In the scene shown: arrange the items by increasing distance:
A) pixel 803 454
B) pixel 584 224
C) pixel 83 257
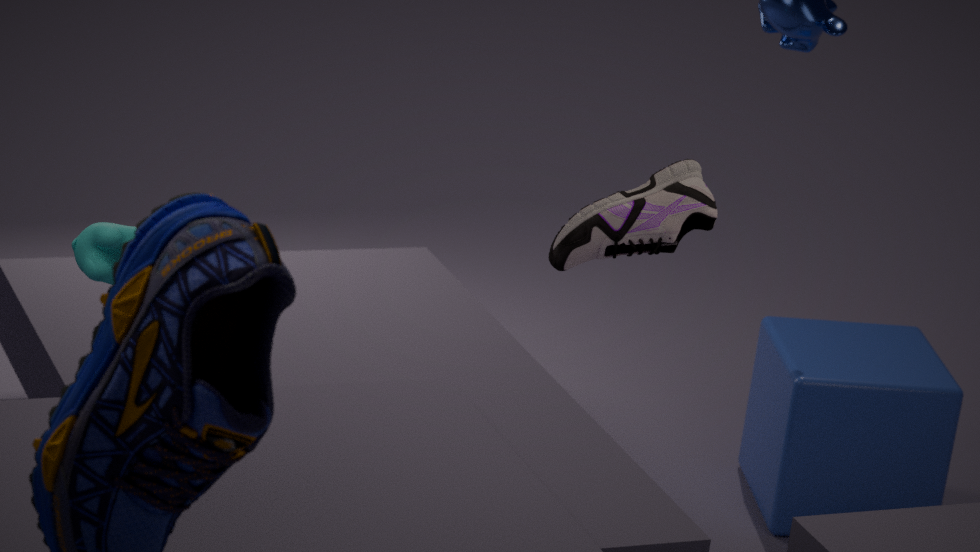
pixel 83 257, pixel 584 224, pixel 803 454
